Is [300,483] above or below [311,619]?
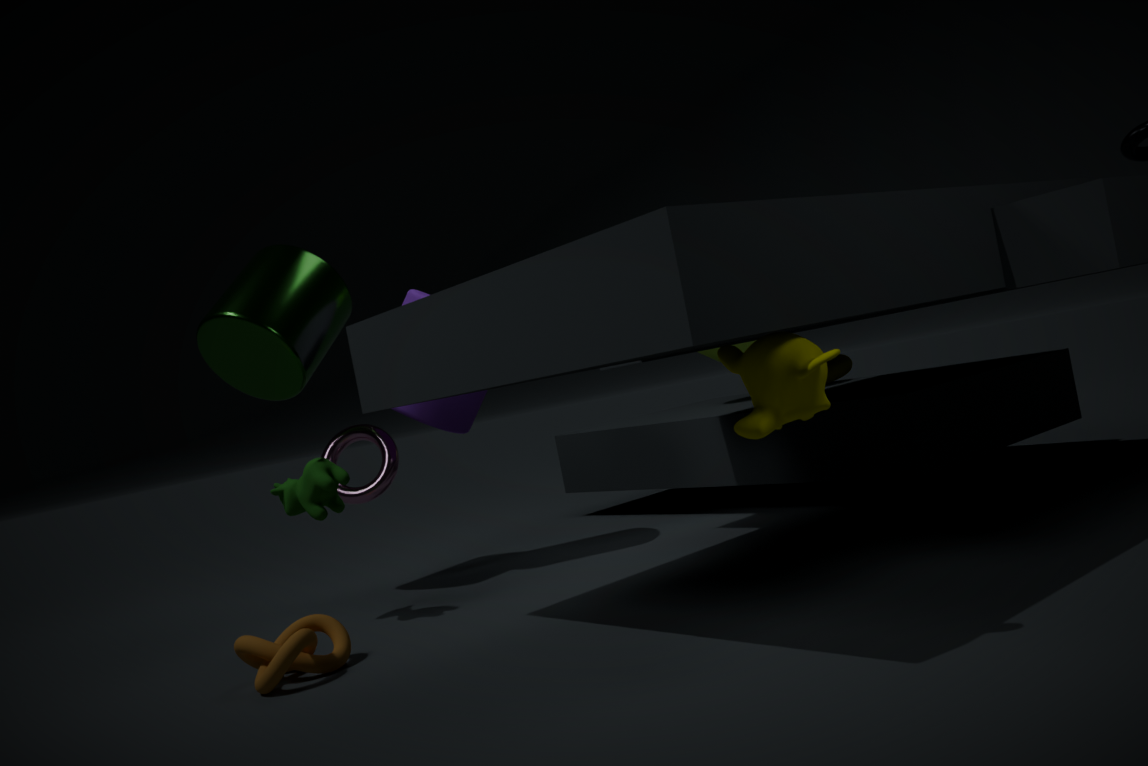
above
